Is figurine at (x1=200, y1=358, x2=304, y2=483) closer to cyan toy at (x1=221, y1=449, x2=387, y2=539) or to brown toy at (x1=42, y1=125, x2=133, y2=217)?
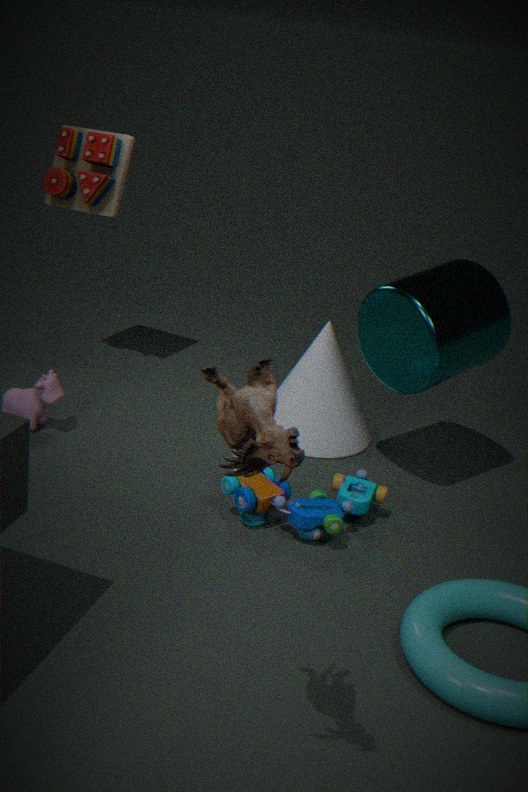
cyan toy at (x1=221, y1=449, x2=387, y2=539)
